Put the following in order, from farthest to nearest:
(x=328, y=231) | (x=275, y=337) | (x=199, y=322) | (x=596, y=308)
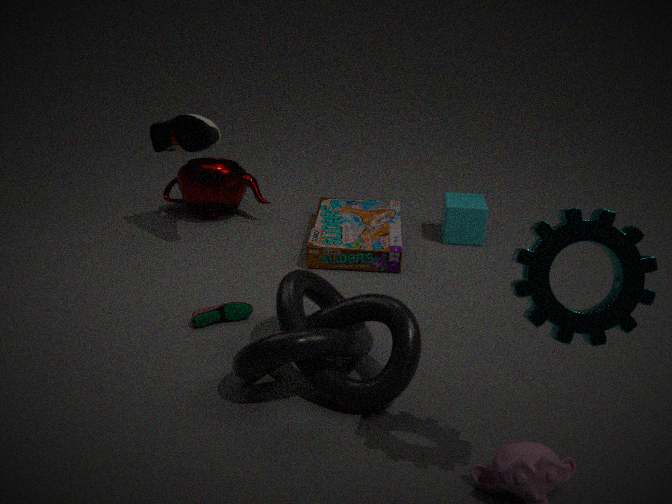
(x=328, y=231) < (x=199, y=322) < (x=275, y=337) < (x=596, y=308)
